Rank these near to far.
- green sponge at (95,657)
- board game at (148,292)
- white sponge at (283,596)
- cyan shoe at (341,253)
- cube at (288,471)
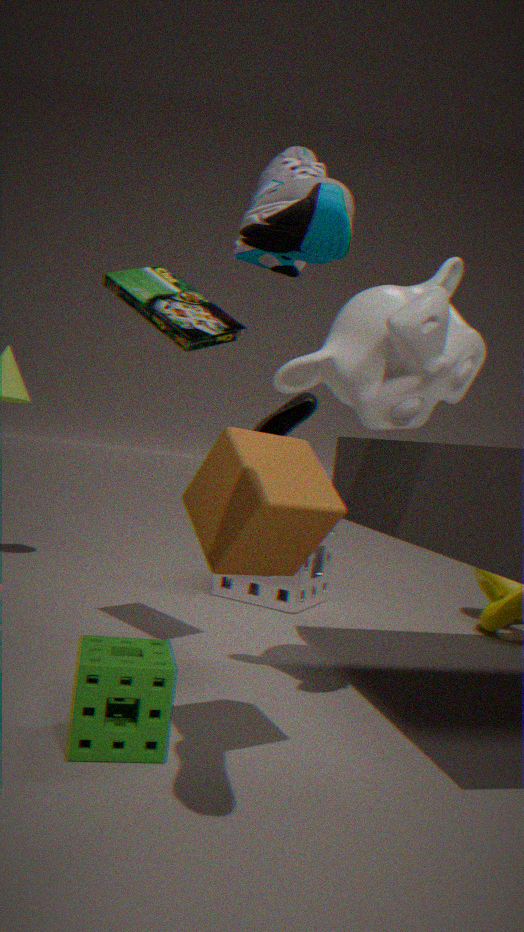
cyan shoe at (341,253) < cube at (288,471) < green sponge at (95,657) < board game at (148,292) < white sponge at (283,596)
